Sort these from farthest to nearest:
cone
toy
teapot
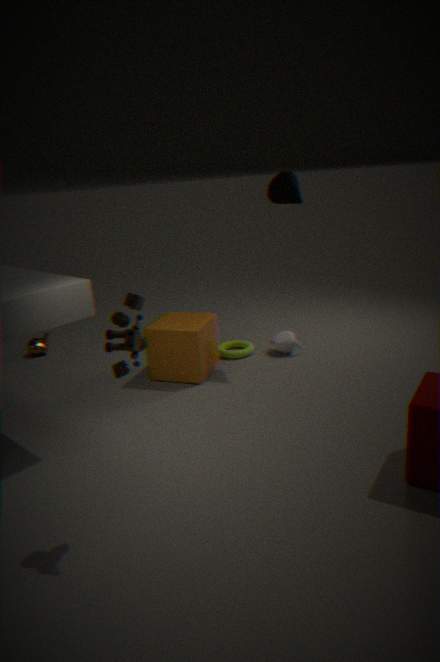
teapot → cone → toy
